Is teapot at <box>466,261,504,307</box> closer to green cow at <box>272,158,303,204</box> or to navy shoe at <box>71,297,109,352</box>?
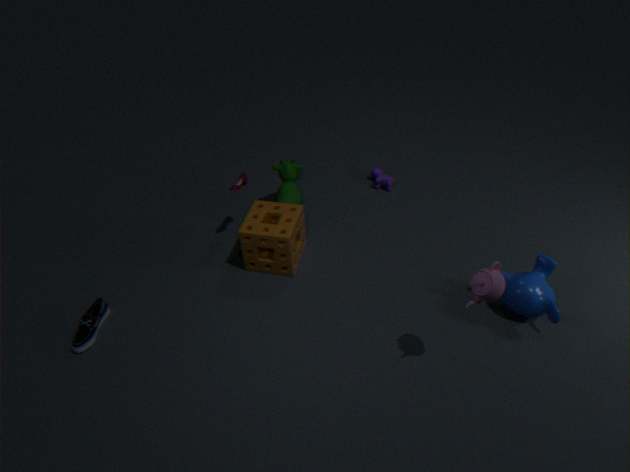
green cow at <box>272,158,303,204</box>
